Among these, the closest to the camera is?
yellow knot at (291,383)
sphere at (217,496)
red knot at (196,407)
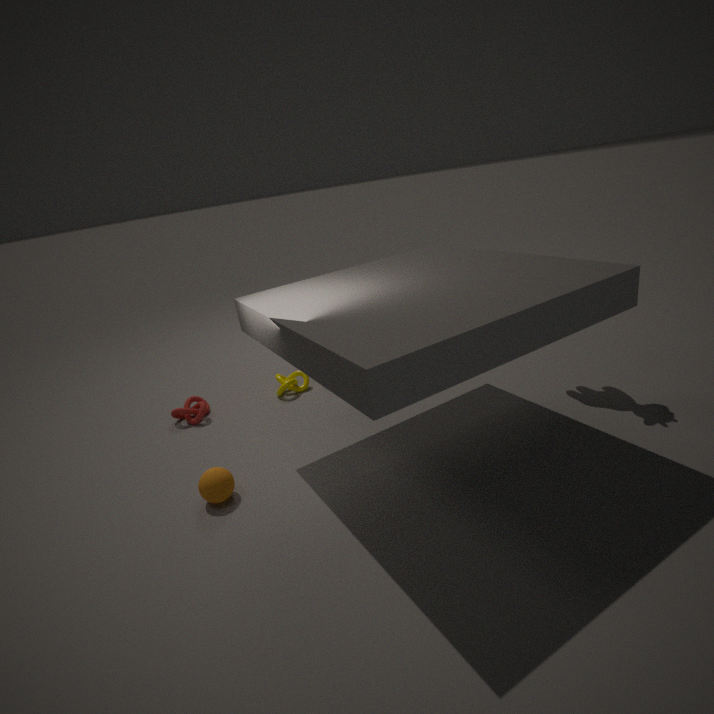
sphere at (217,496)
